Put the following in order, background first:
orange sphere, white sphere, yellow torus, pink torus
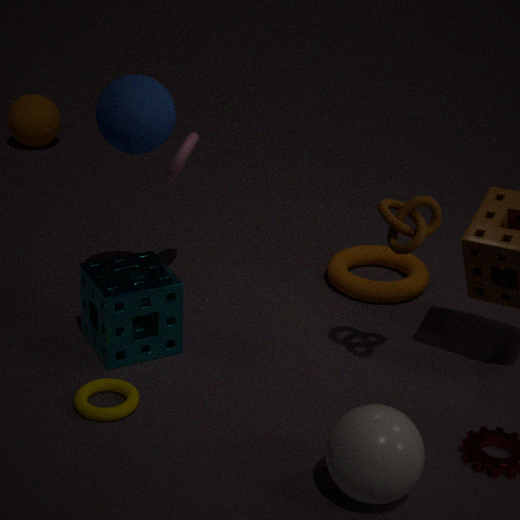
orange sphere
pink torus
yellow torus
white sphere
